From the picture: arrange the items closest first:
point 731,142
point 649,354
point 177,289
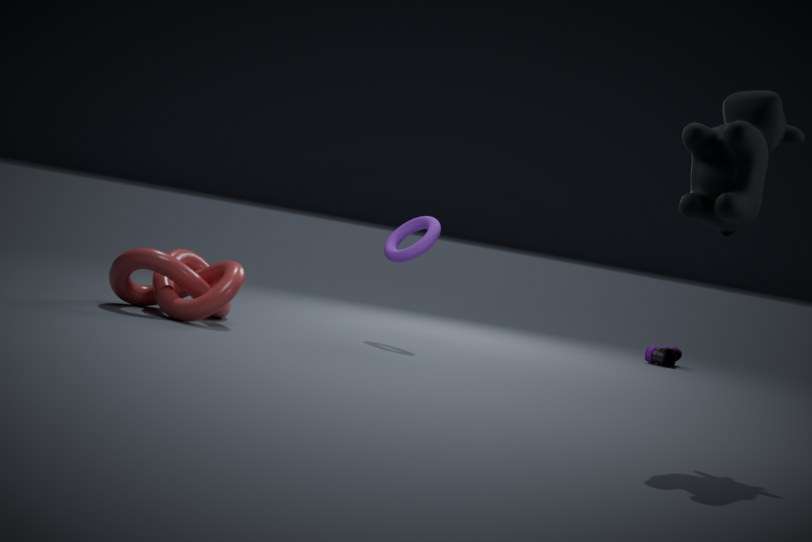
point 731,142, point 177,289, point 649,354
